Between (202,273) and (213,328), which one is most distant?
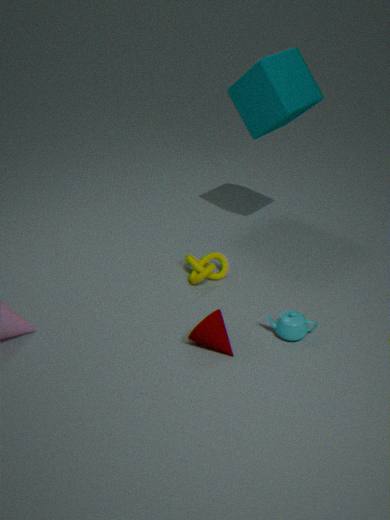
(202,273)
